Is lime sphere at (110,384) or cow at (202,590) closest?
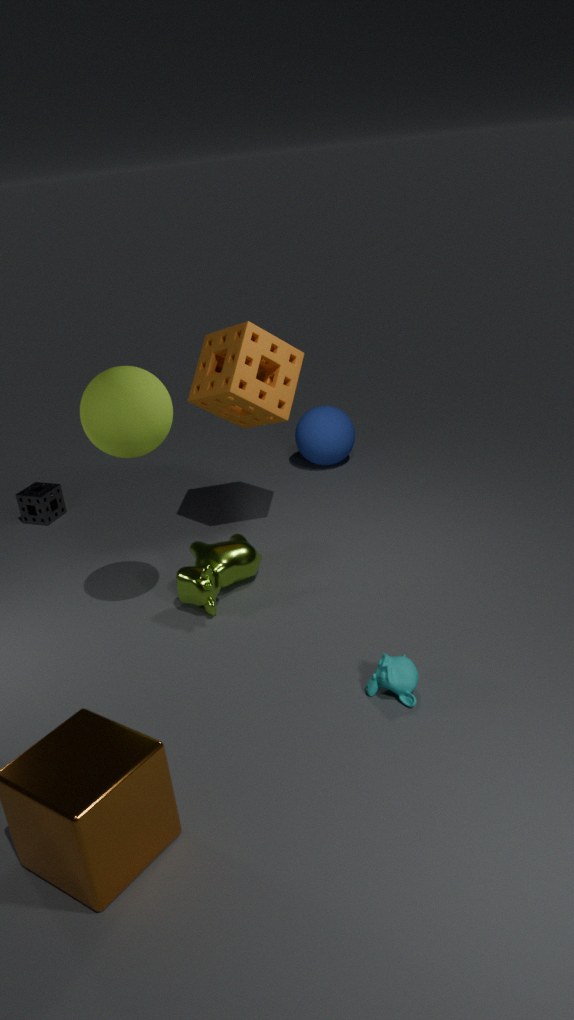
lime sphere at (110,384)
